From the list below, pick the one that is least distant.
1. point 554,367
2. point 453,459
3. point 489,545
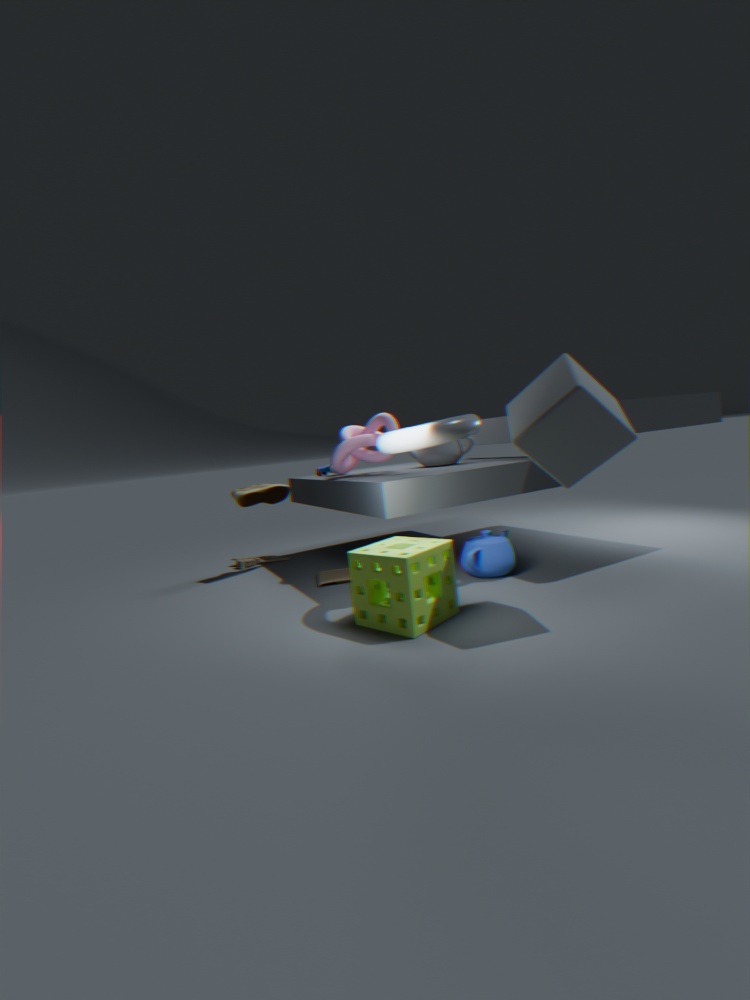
point 554,367
